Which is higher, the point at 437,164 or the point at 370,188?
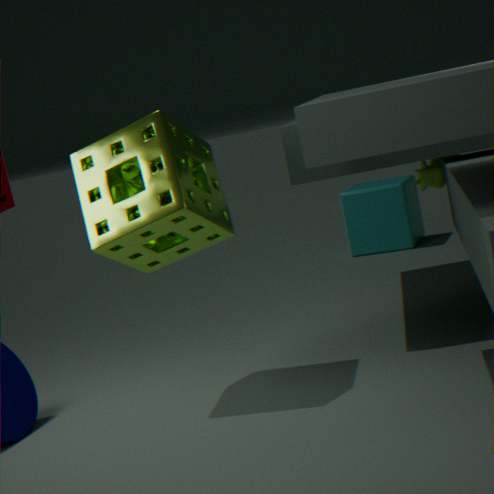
the point at 437,164
